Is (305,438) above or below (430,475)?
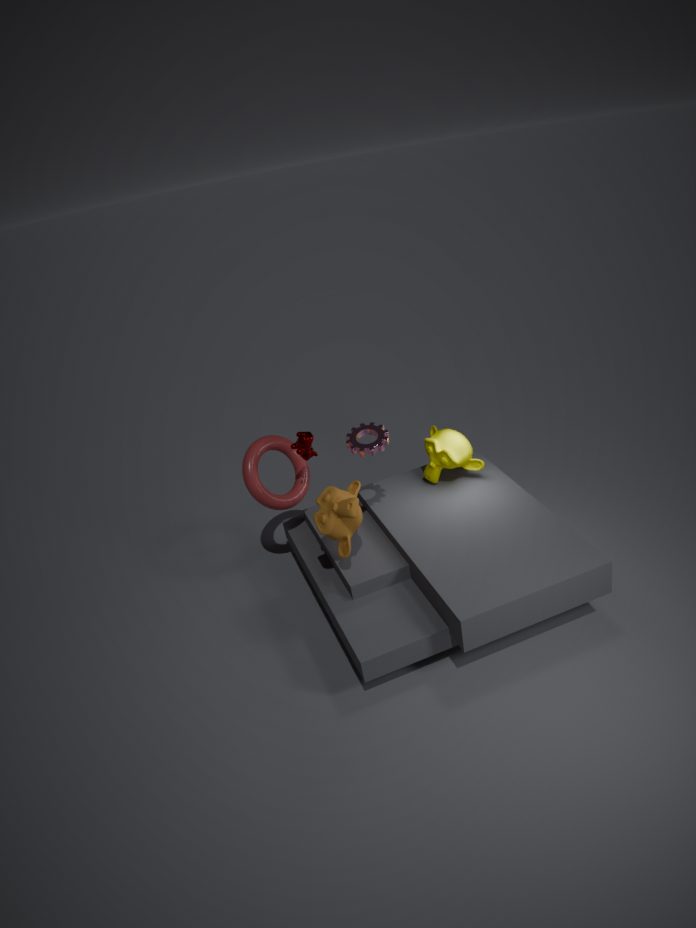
above
